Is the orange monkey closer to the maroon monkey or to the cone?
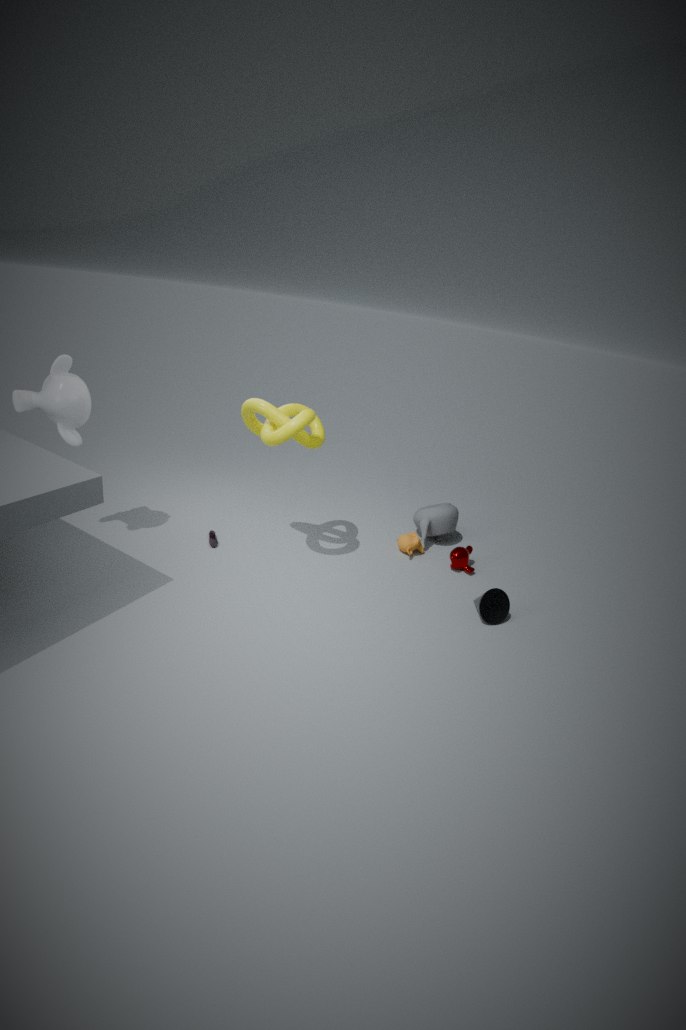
the maroon monkey
